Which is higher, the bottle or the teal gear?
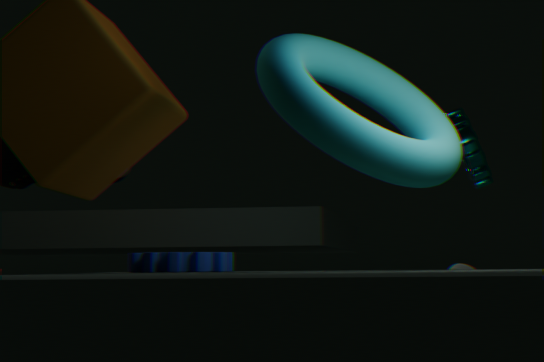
the teal gear
